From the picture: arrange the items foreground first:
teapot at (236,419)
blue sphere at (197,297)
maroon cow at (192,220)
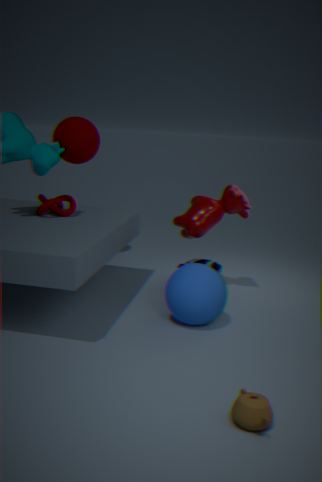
teapot at (236,419) → blue sphere at (197,297) → maroon cow at (192,220)
